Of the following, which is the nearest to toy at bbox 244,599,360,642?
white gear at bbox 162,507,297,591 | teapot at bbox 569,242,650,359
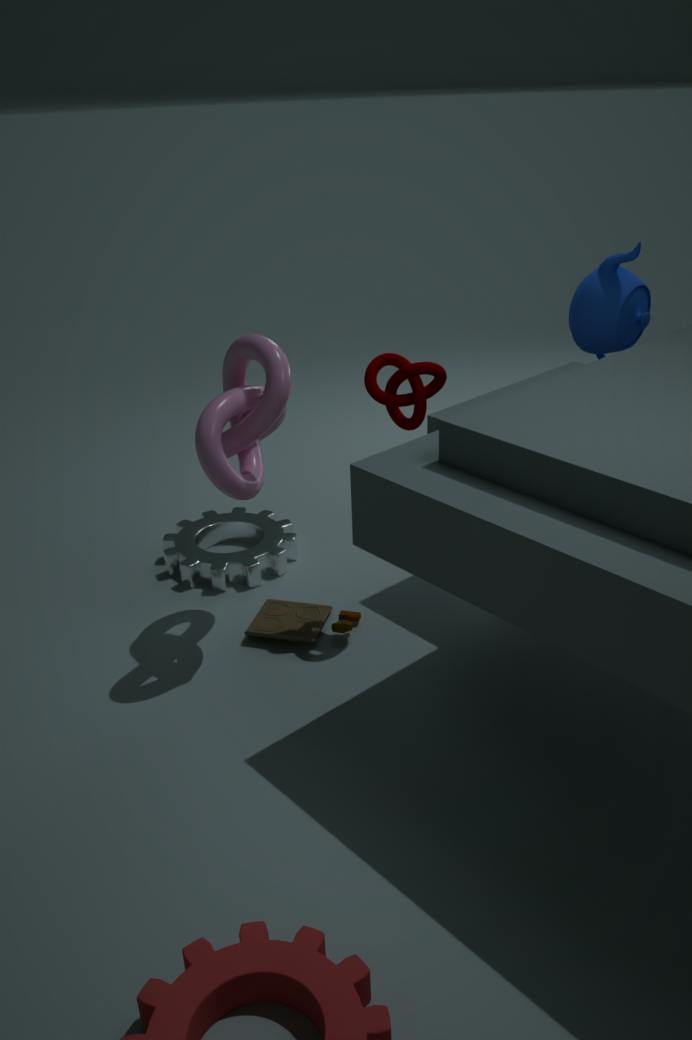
white gear at bbox 162,507,297,591
